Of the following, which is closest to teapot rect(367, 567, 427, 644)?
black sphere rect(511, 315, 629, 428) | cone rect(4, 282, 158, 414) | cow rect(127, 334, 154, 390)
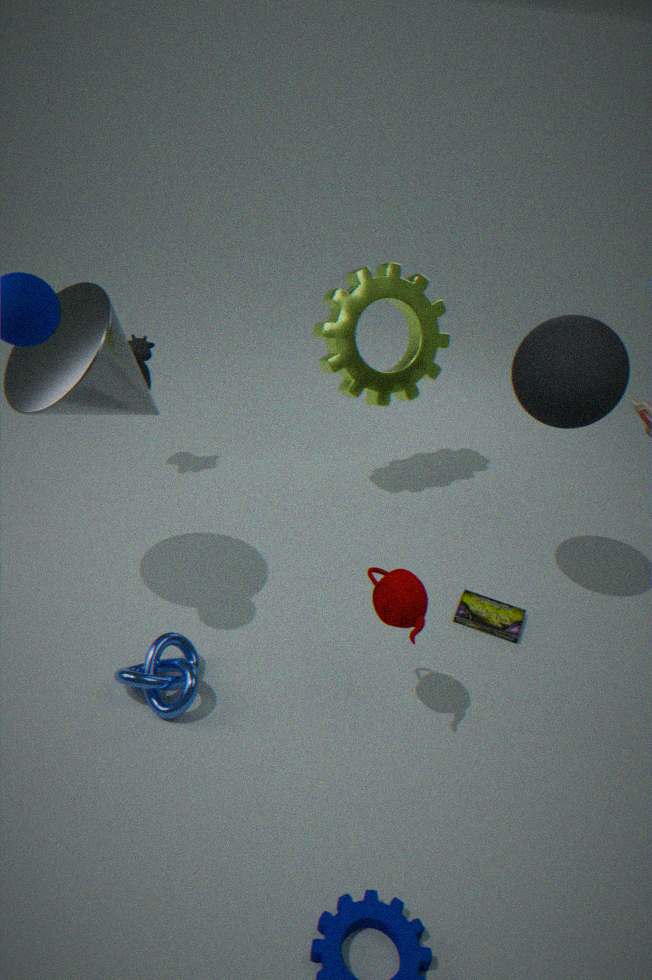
black sphere rect(511, 315, 629, 428)
